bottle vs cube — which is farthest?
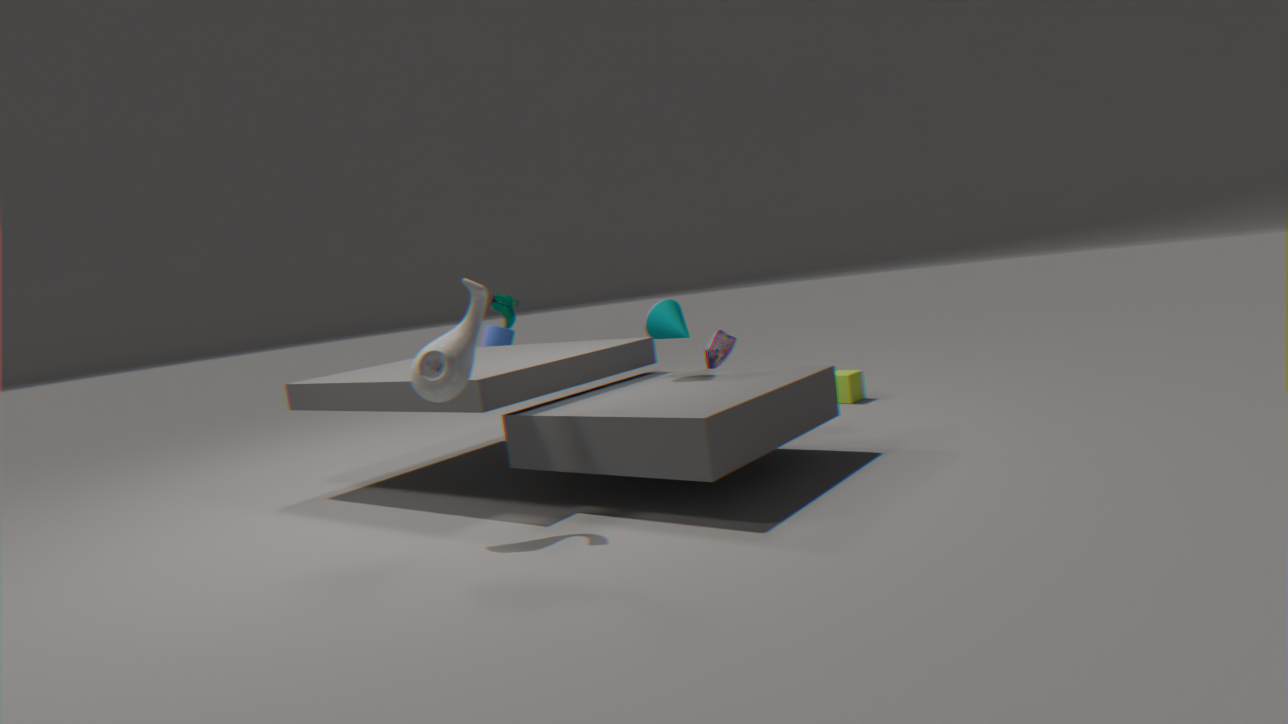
cube
